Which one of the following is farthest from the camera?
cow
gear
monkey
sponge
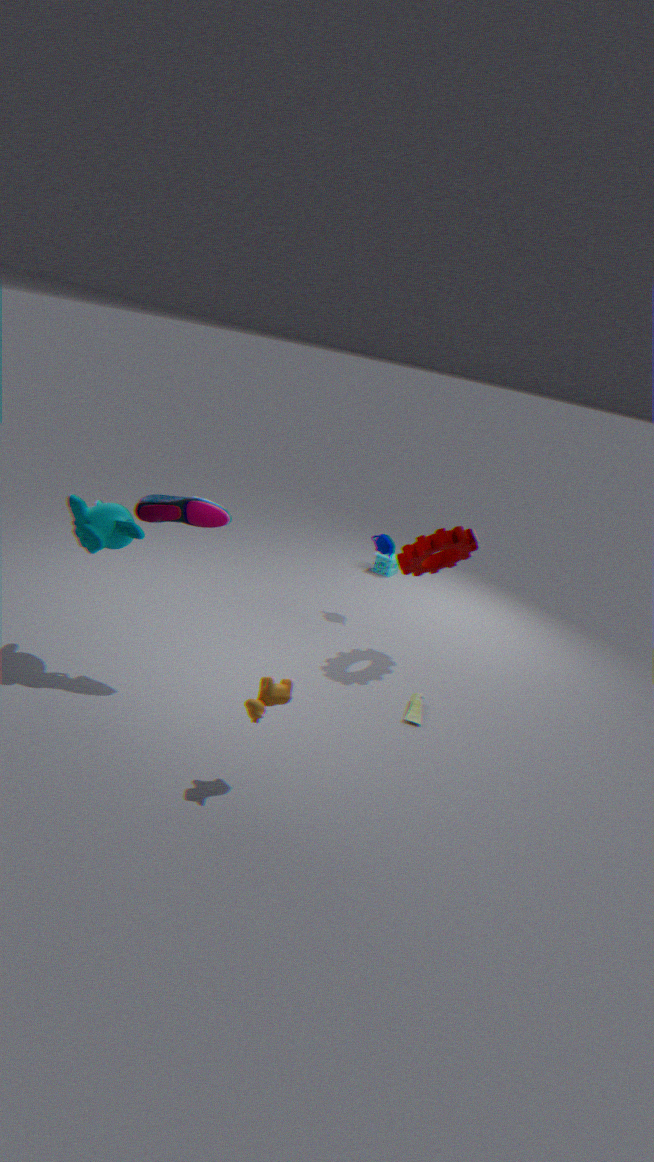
sponge
